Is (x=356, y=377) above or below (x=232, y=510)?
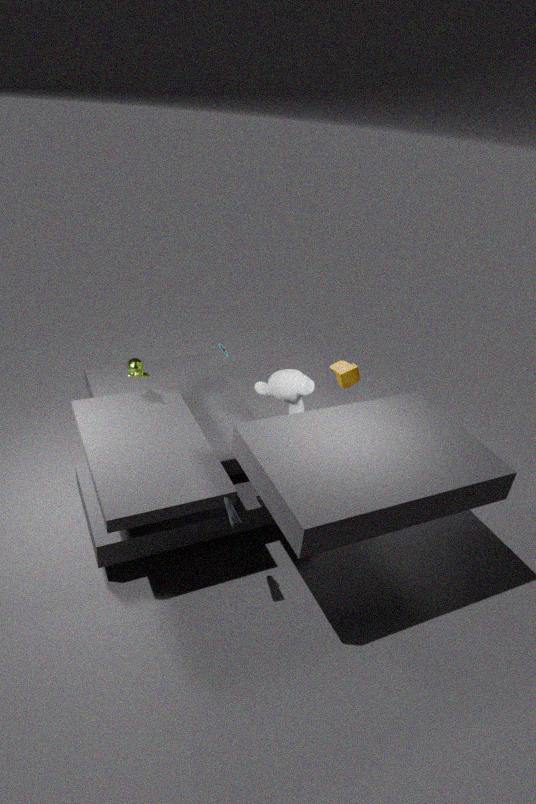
above
